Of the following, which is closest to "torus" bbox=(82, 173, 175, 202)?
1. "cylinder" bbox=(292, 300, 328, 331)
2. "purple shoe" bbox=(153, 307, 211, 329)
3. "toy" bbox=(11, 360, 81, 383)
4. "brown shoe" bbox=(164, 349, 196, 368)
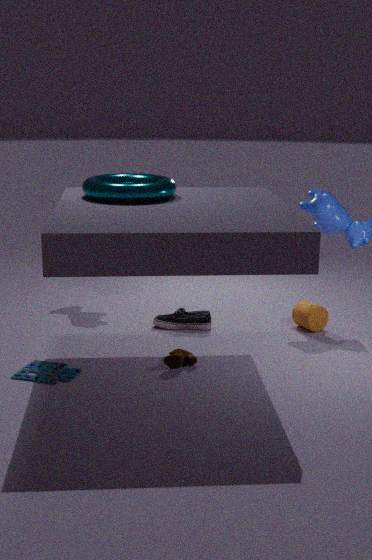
"brown shoe" bbox=(164, 349, 196, 368)
